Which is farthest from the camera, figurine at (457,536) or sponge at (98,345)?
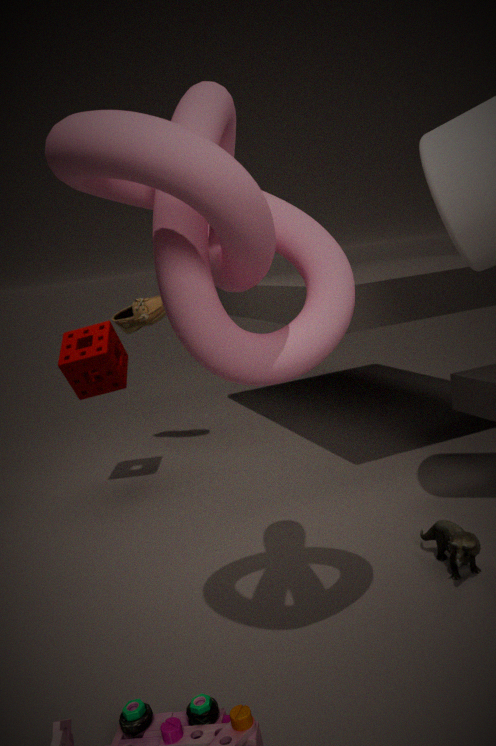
sponge at (98,345)
